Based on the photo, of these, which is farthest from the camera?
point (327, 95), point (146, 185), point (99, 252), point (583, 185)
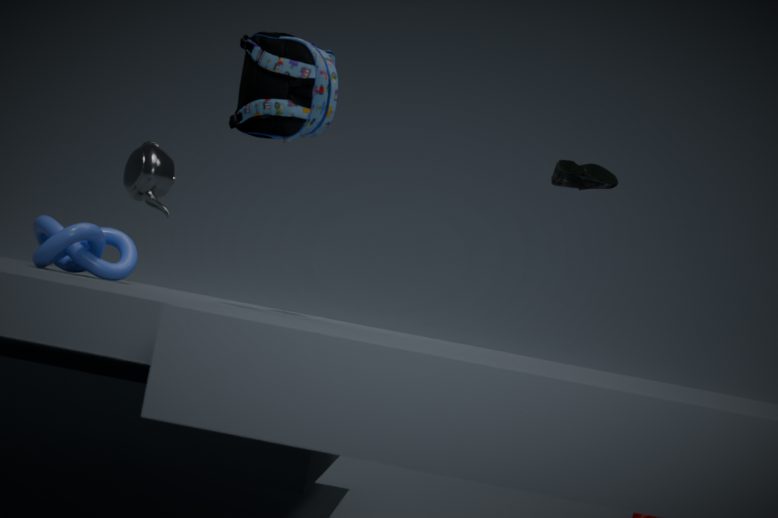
point (583, 185)
